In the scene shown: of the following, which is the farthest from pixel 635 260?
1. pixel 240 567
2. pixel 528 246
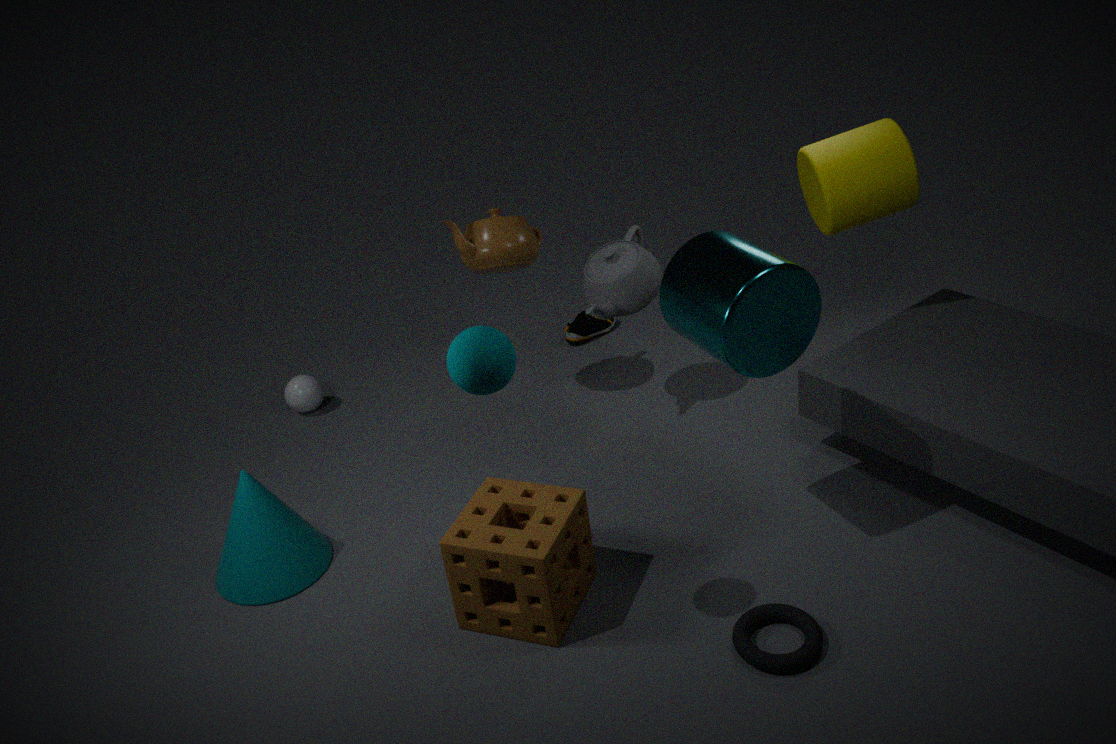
pixel 240 567
